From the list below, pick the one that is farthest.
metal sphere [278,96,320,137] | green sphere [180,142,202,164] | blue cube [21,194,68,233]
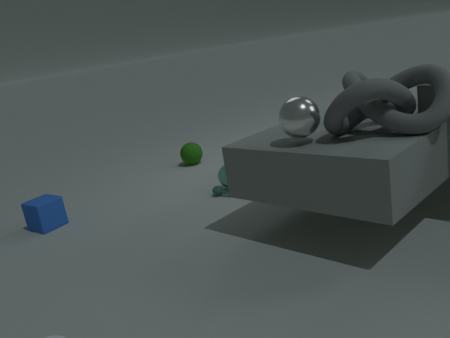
green sphere [180,142,202,164]
